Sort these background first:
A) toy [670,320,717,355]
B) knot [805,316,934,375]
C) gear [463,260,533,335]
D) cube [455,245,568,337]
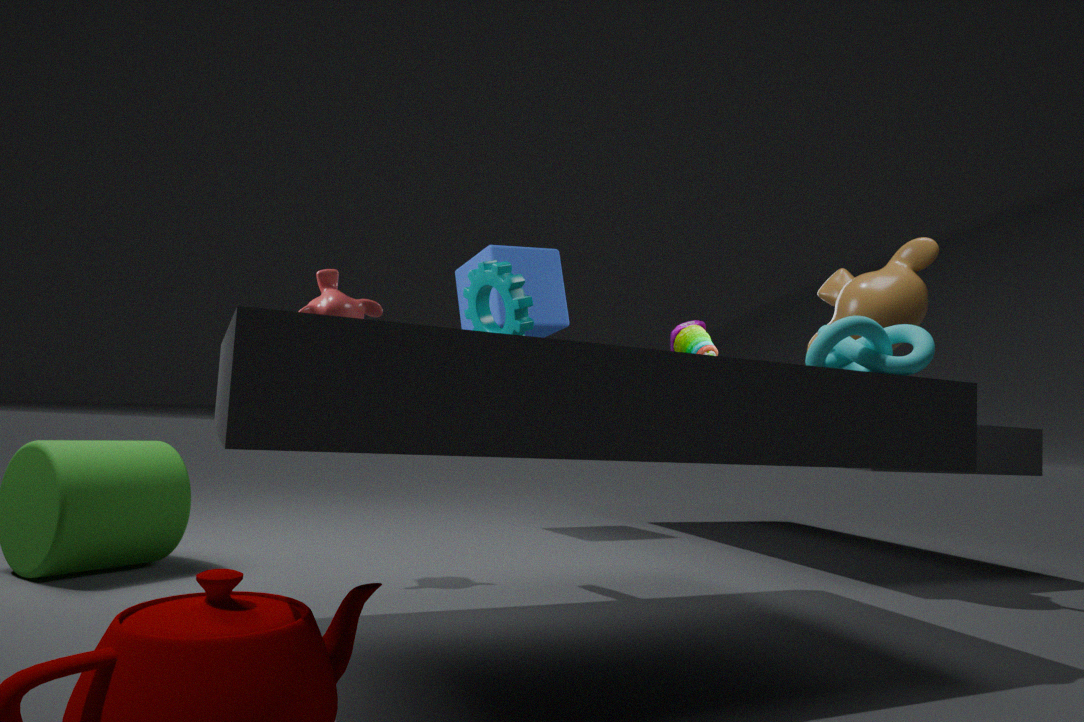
1. toy [670,320,717,355]
2. cube [455,245,568,337]
3. gear [463,260,533,335]
4. knot [805,316,934,375]
